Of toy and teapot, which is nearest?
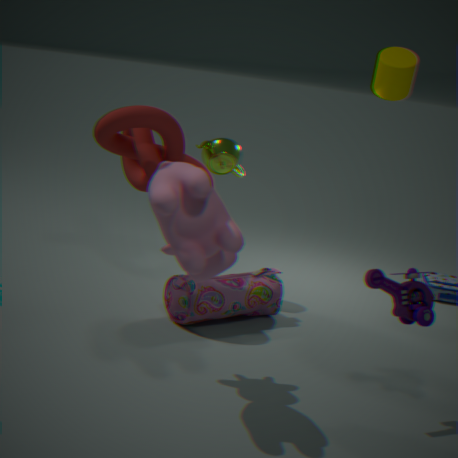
toy
